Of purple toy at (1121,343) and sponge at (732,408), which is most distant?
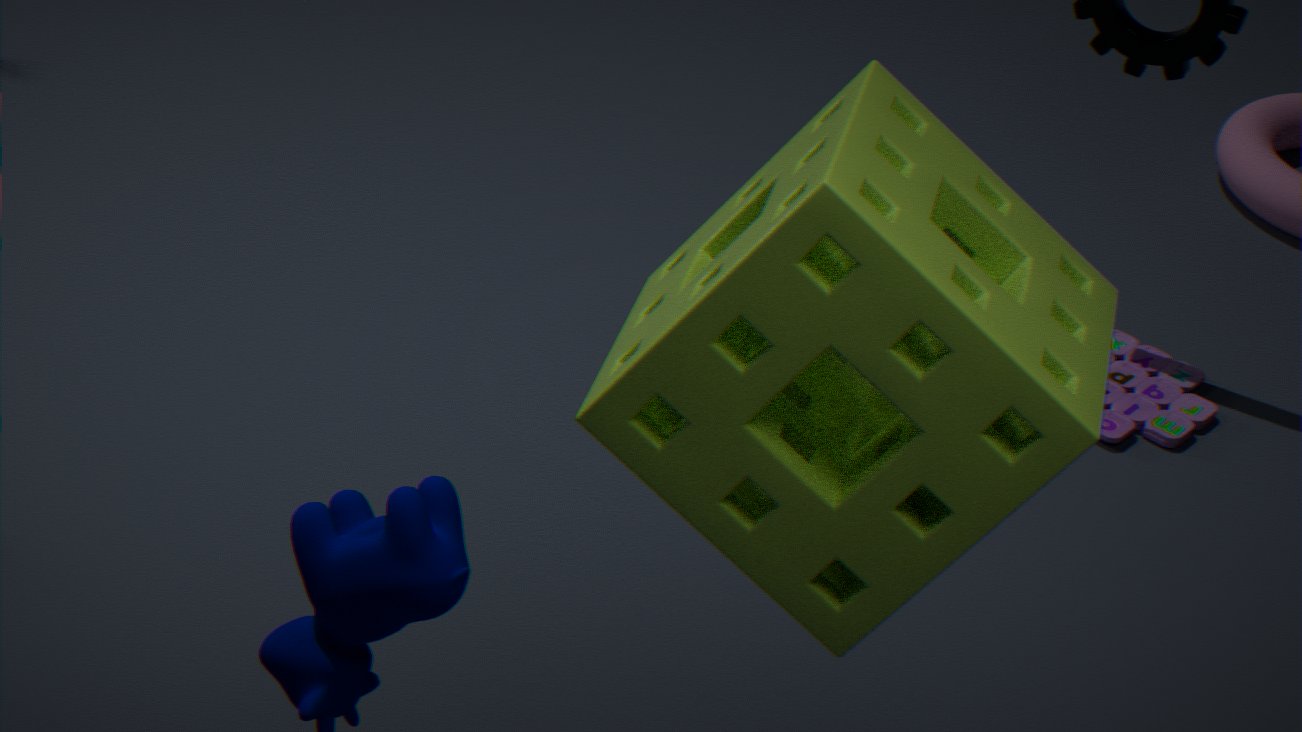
purple toy at (1121,343)
